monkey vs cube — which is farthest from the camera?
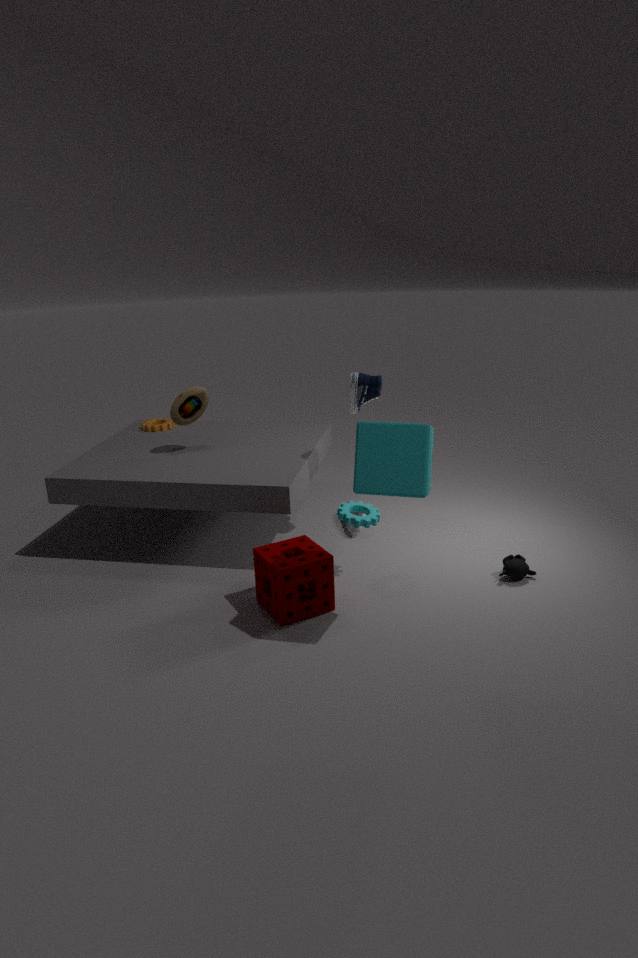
monkey
